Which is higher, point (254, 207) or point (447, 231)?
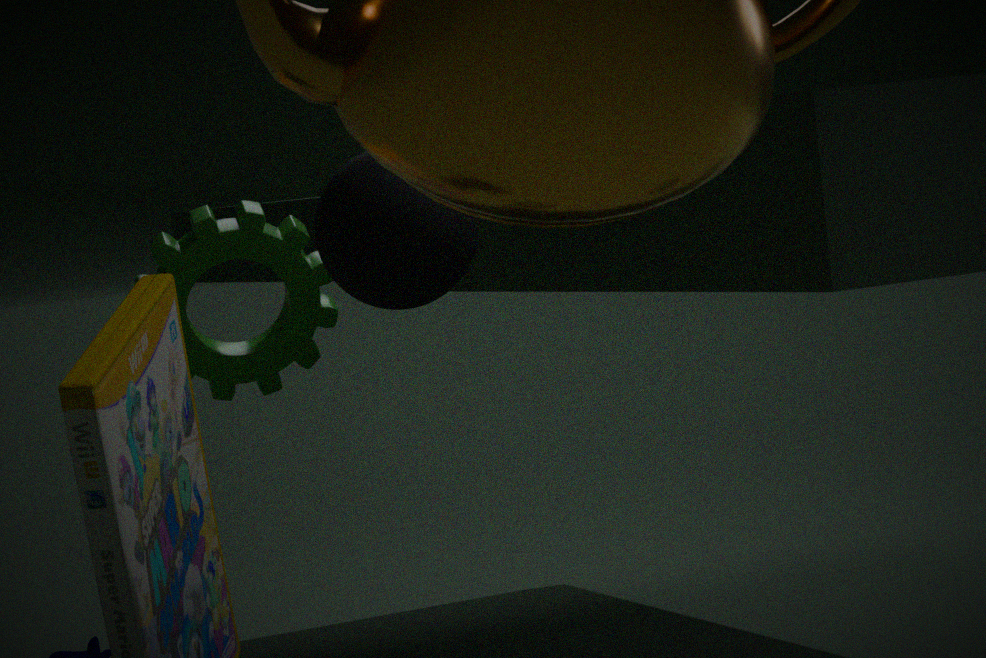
point (447, 231)
